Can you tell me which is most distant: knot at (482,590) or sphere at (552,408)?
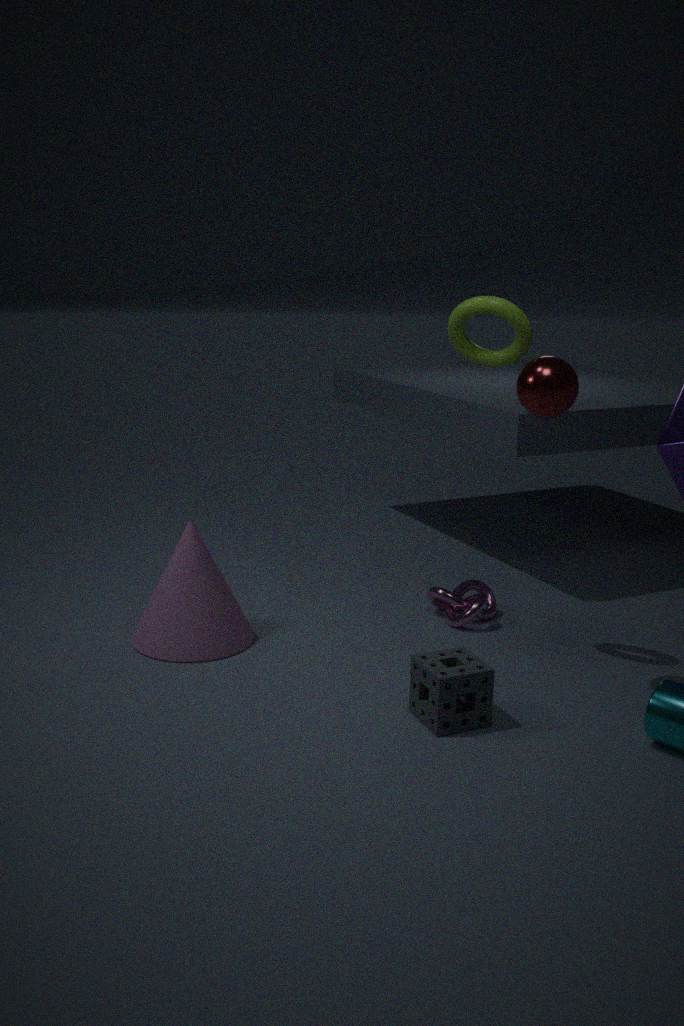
knot at (482,590)
